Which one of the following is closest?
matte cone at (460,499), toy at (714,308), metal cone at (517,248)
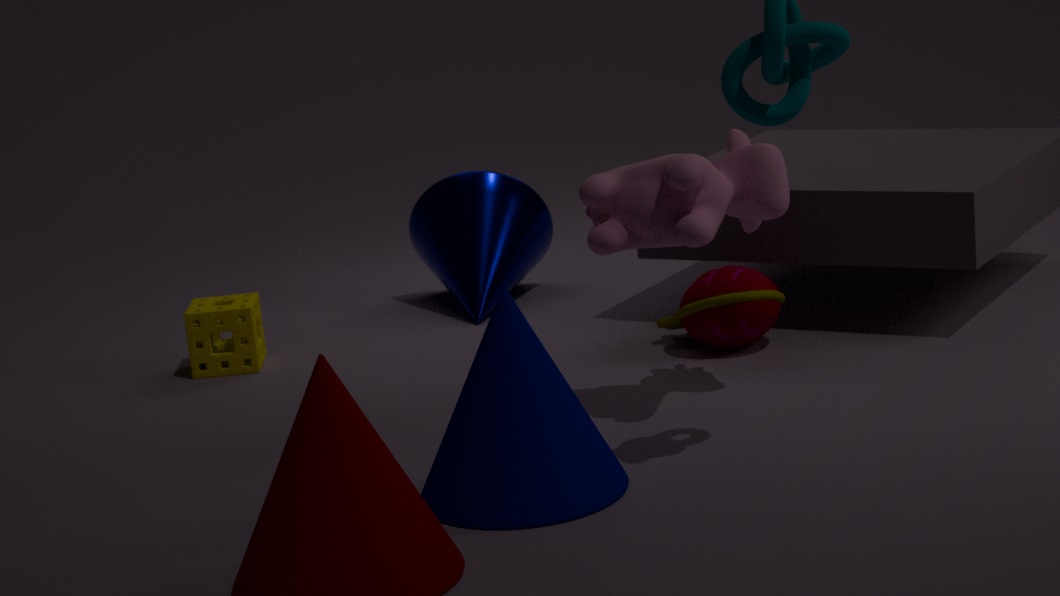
matte cone at (460,499)
